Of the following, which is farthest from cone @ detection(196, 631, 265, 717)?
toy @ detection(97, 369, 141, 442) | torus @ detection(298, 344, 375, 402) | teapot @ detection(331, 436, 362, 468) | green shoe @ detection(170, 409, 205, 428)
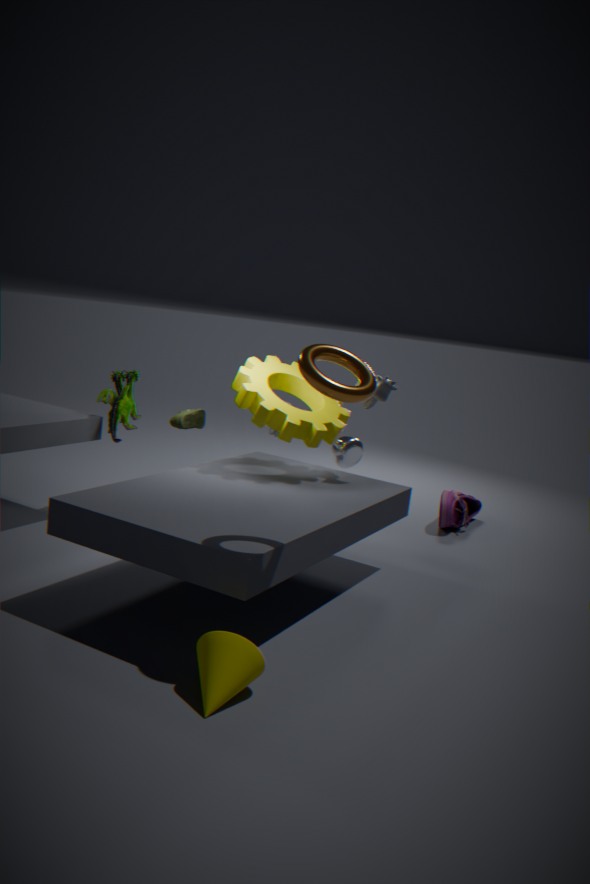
teapot @ detection(331, 436, 362, 468)
